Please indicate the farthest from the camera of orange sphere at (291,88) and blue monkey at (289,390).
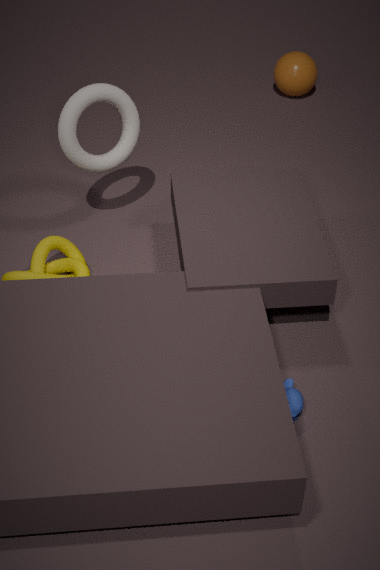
orange sphere at (291,88)
